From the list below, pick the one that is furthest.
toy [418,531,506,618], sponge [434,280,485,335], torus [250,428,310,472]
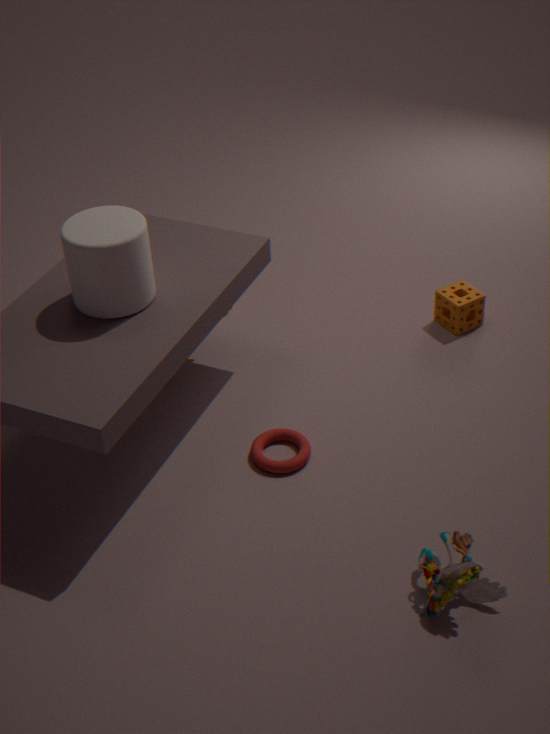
sponge [434,280,485,335]
